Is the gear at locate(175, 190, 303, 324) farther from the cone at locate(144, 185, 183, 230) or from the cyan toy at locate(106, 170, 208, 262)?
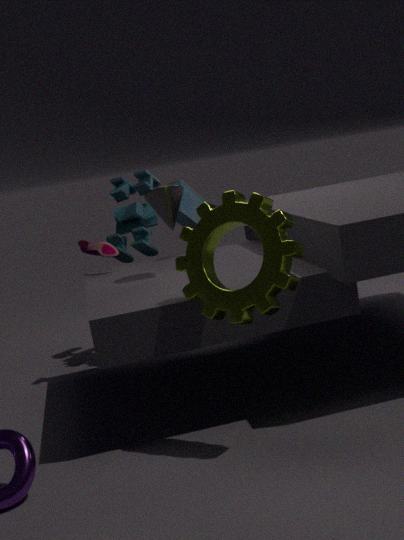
the cyan toy at locate(106, 170, 208, 262)
